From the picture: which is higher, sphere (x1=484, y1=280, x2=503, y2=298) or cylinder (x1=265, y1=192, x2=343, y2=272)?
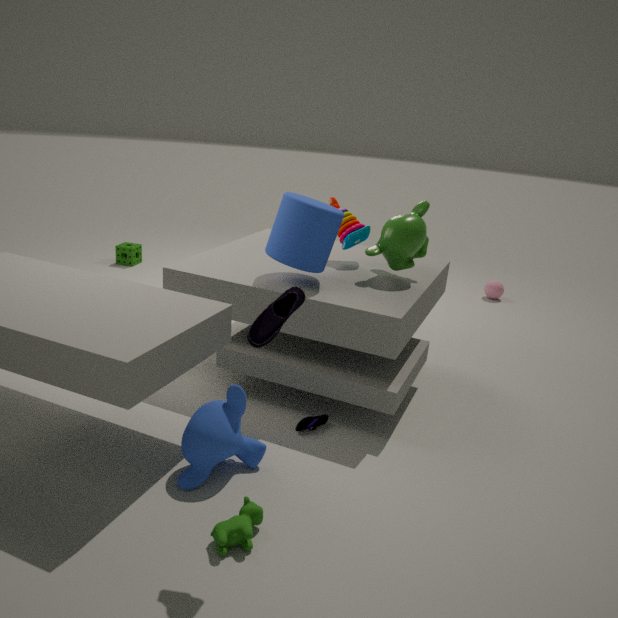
cylinder (x1=265, y1=192, x2=343, y2=272)
